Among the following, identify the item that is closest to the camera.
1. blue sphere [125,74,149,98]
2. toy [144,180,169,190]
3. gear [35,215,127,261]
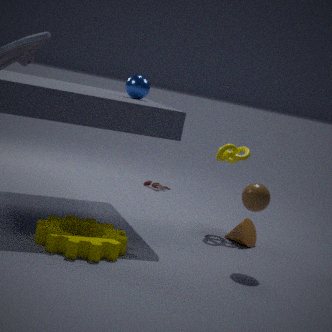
gear [35,215,127,261]
